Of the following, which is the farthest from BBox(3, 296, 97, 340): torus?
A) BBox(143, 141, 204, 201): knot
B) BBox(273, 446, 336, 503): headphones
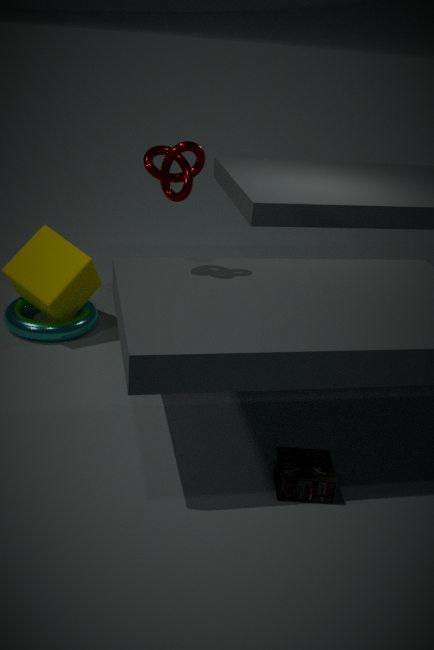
BBox(273, 446, 336, 503): headphones
